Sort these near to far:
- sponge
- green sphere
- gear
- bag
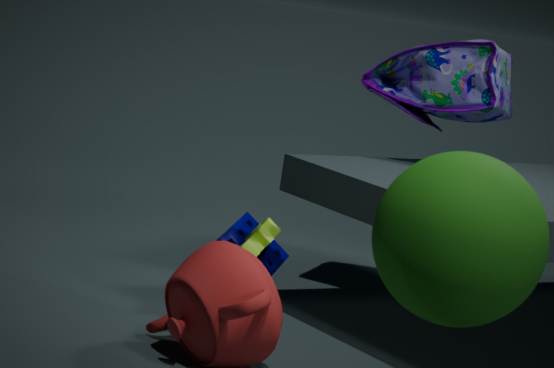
green sphere
gear
sponge
bag
